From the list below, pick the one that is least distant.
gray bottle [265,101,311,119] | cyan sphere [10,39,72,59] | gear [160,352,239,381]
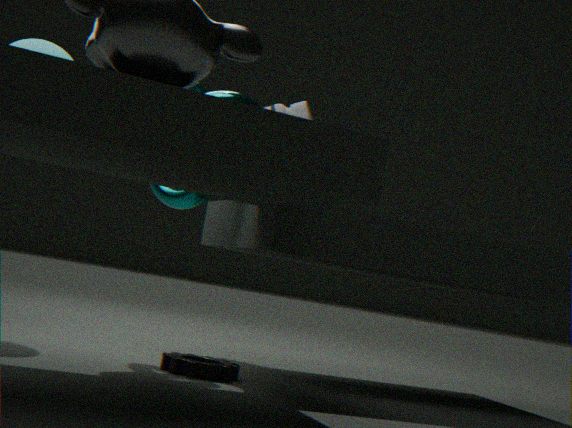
gear [160,352,239,381]
